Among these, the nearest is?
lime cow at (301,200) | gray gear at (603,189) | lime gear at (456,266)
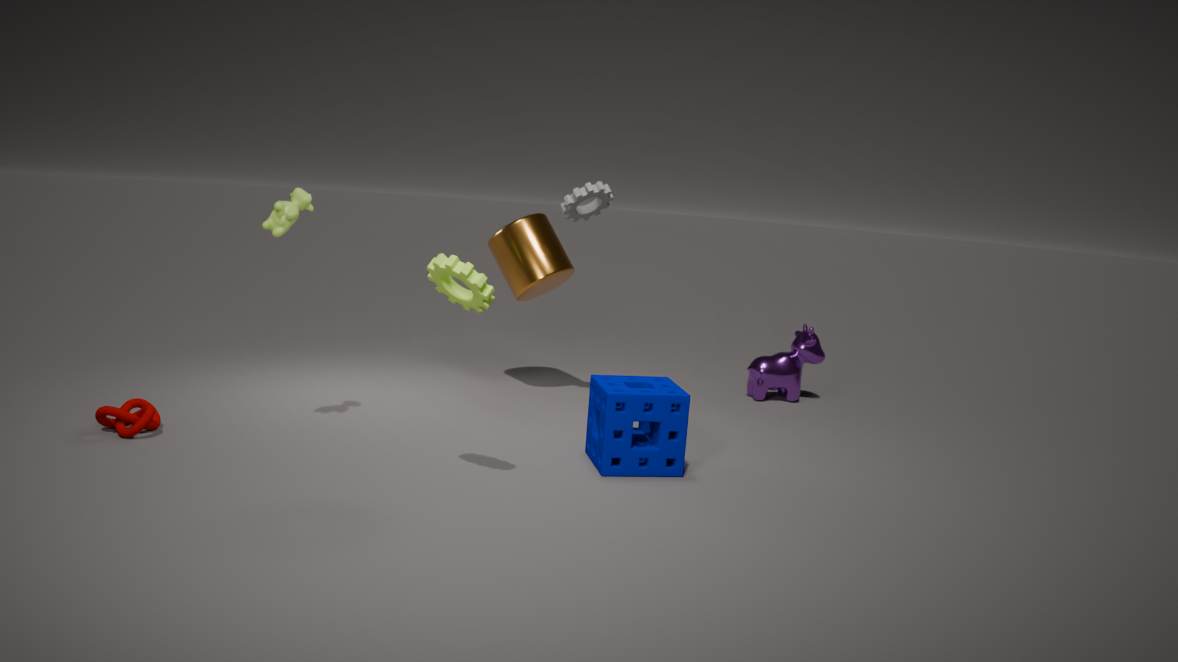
lime gear at (456,266)
